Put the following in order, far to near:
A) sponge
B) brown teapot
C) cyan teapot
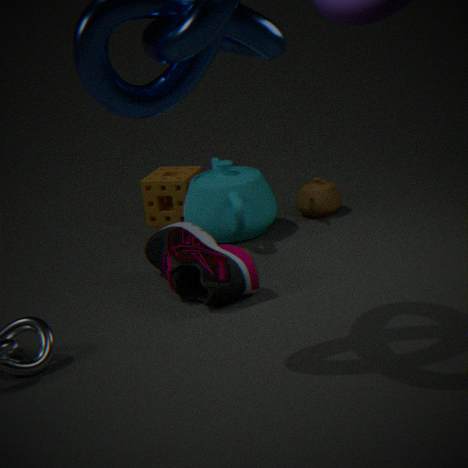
sponge
brown teapot
cyan teapot
